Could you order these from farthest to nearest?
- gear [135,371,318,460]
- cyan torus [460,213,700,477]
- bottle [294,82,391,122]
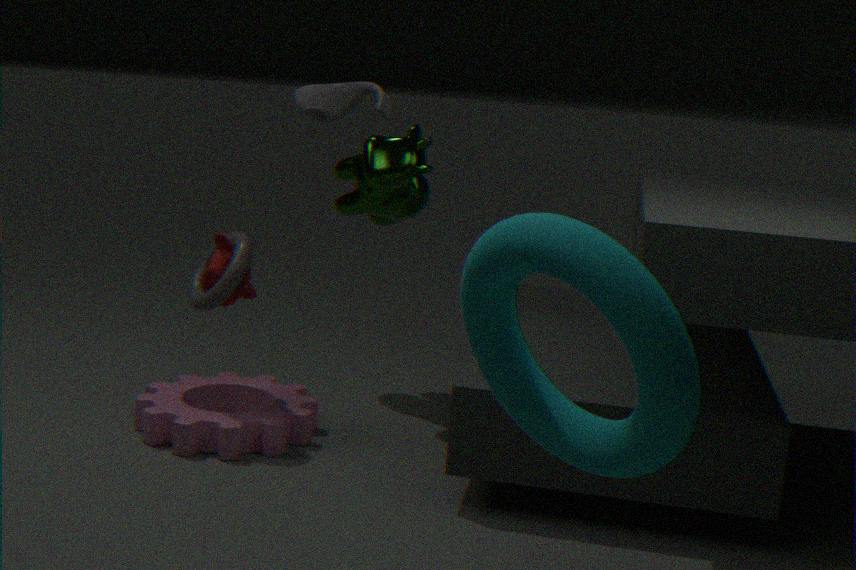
bottle [294,82,391,122] → gear [135,371,318,460] → cyan torus [460,213,700,477]
